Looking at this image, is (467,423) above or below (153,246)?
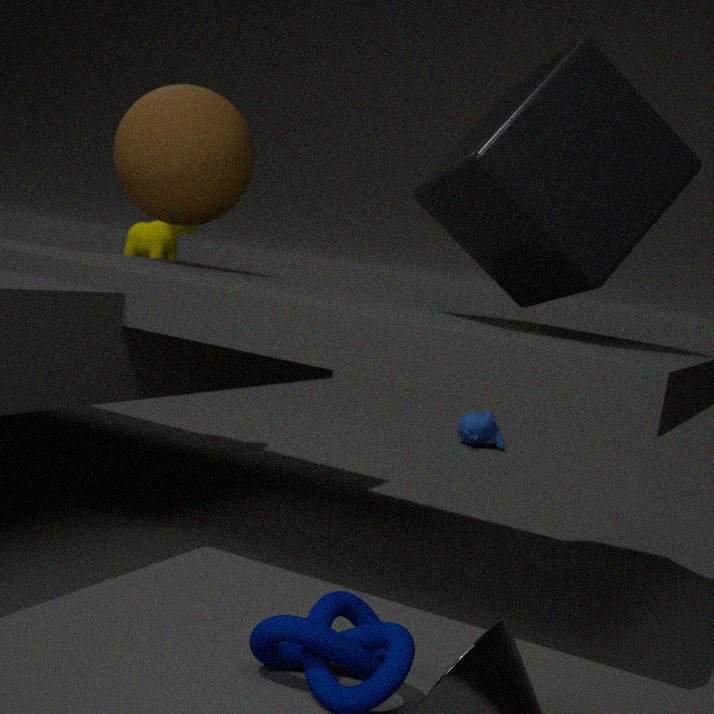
below
